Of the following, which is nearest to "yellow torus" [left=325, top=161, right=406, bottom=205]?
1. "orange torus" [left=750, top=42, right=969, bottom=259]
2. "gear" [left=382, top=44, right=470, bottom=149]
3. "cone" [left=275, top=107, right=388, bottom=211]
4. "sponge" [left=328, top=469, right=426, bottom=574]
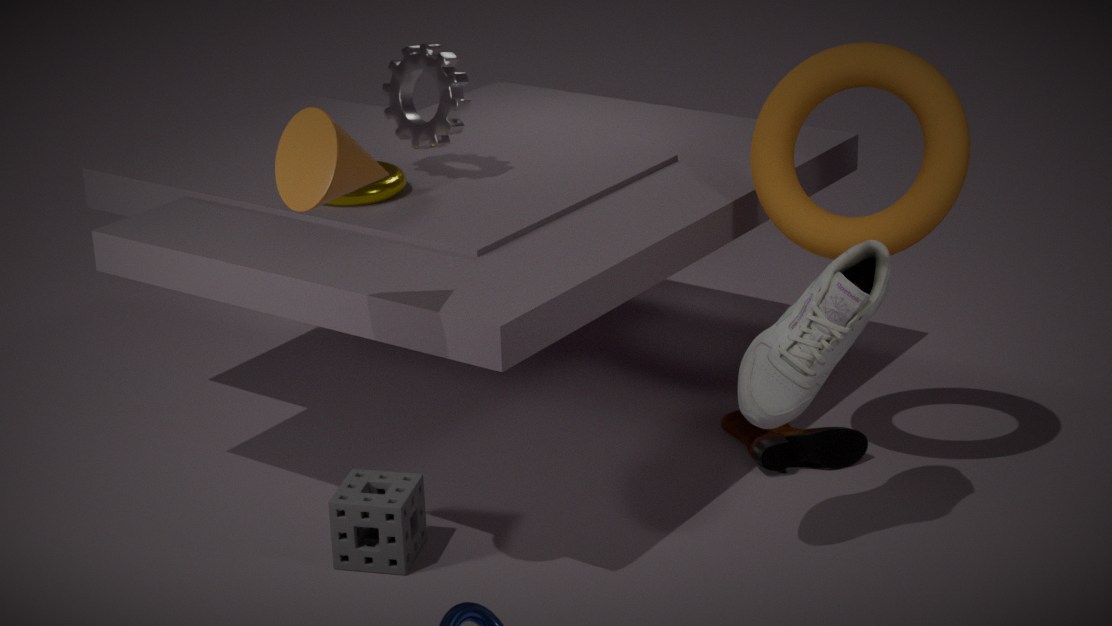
"gear" [left=382, top=44, right=470, bottom=149]
